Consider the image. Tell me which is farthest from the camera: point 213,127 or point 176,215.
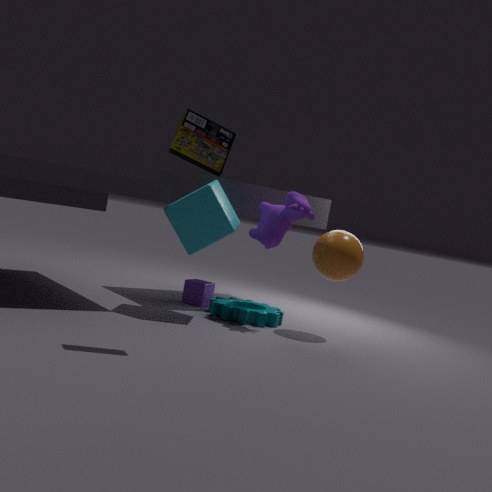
point 176,215
